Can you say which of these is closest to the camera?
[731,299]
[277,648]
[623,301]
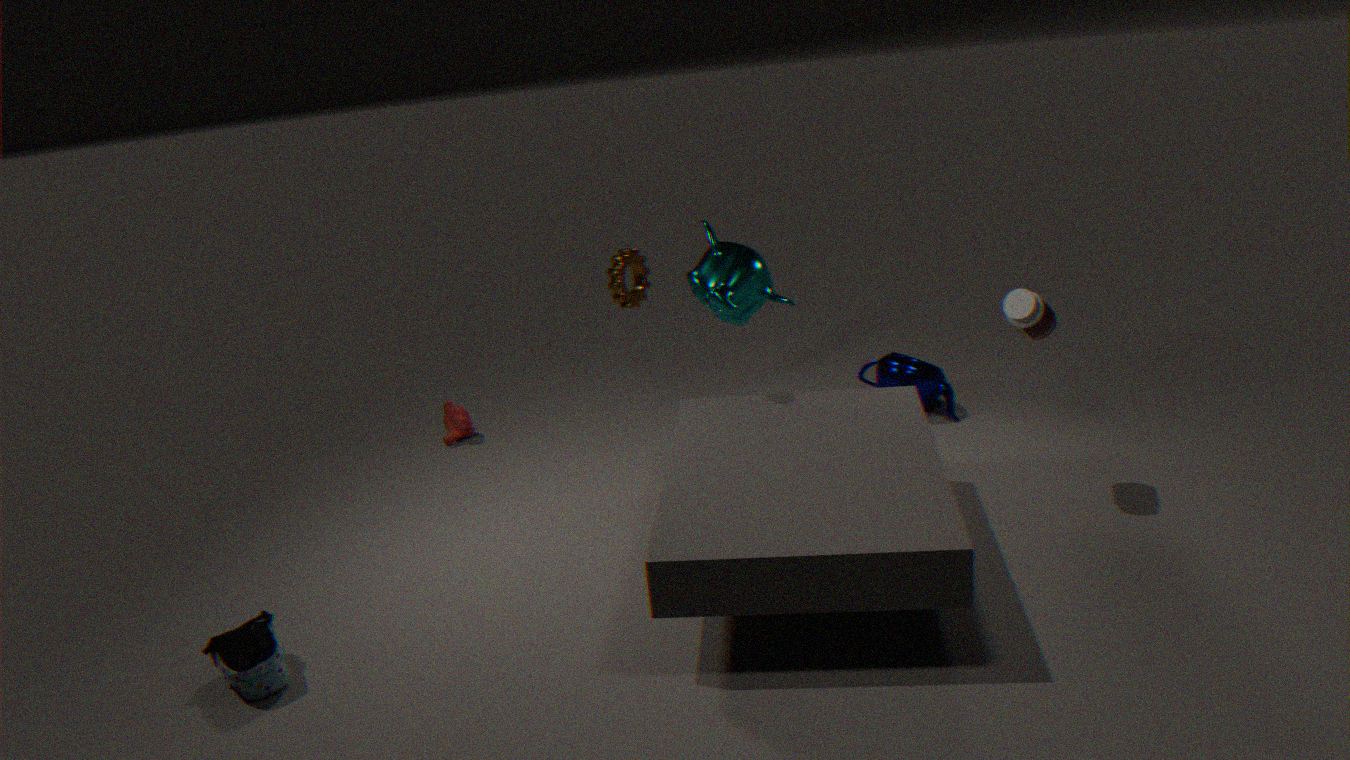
[277,648]
